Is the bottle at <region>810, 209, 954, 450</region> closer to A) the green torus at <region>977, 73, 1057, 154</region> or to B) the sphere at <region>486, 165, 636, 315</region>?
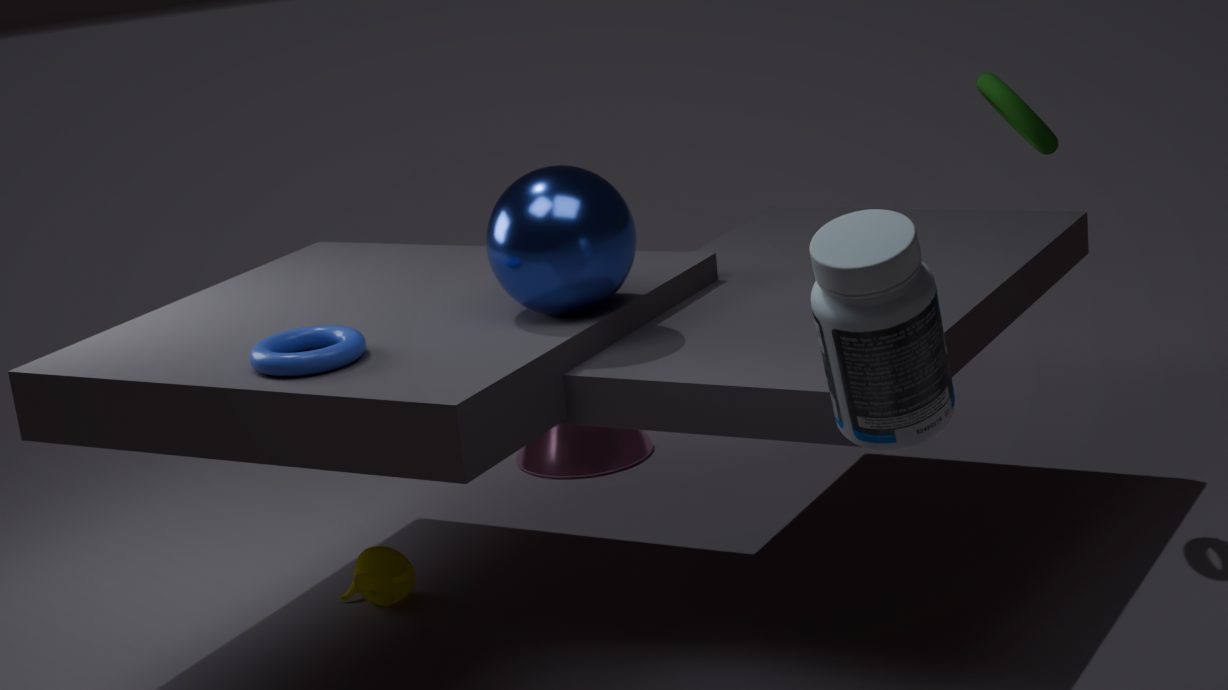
B) the sphere at <region>486, 165, 636, 315</region>
